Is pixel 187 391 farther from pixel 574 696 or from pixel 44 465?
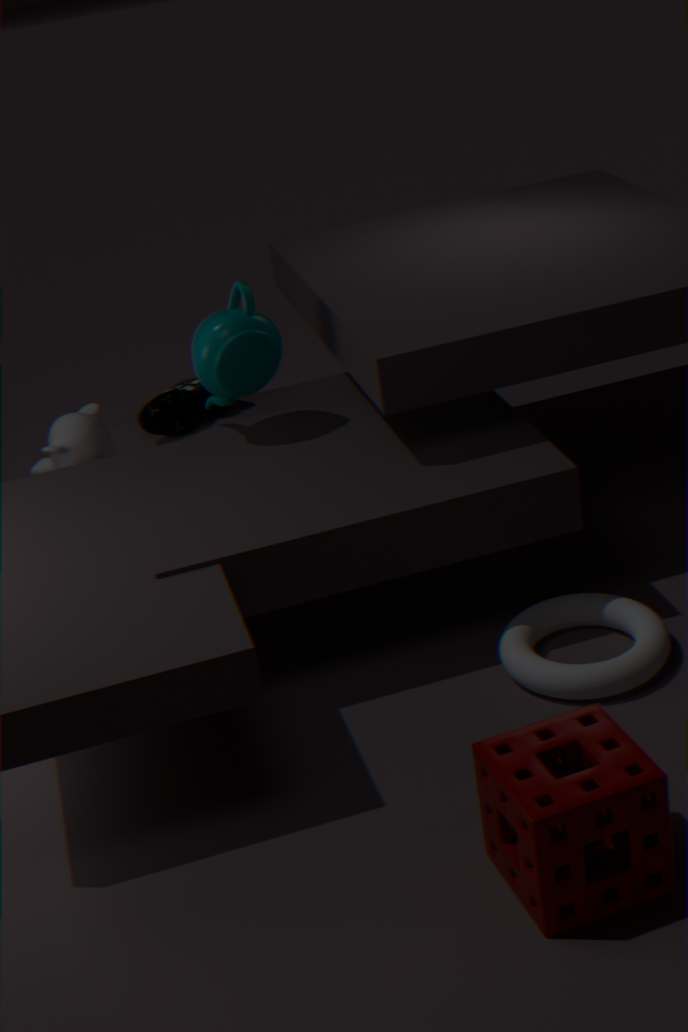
pixel 574 696
